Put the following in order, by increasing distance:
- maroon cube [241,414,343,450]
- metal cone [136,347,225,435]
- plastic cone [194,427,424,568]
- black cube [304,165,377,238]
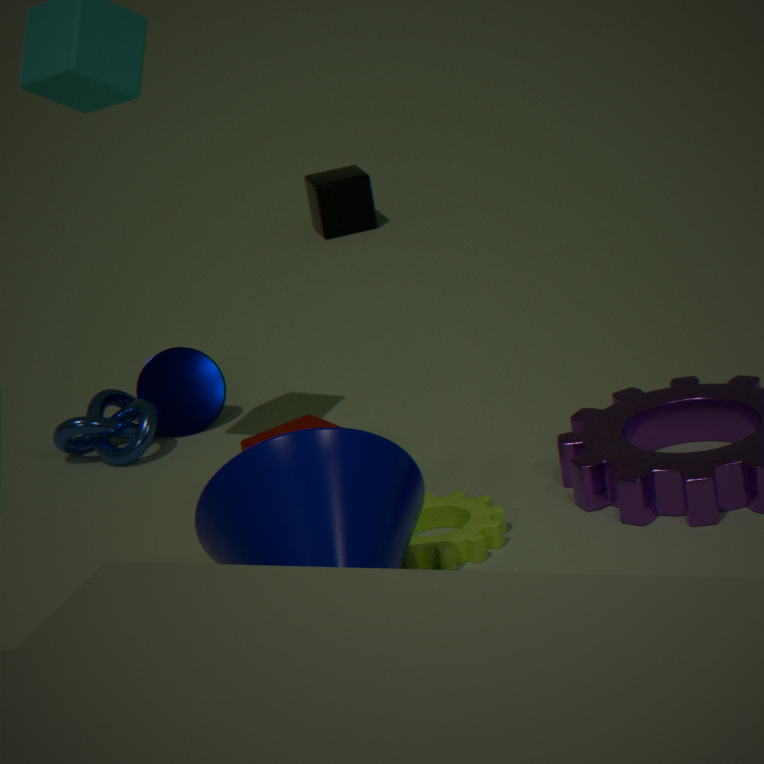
1. plastic cone [194,427,424,568]
2. maroon cube [241,414,343,450]
3. metal cone [136,347,225,435]
4. black cube [304,165,377,238]
